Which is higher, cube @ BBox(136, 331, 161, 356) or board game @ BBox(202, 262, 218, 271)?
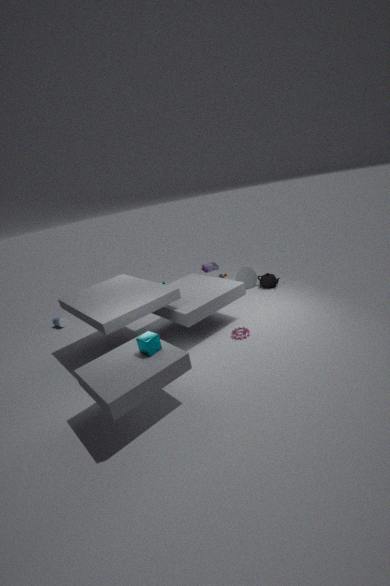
cube @ BBox(136, 331, 161, 356)
